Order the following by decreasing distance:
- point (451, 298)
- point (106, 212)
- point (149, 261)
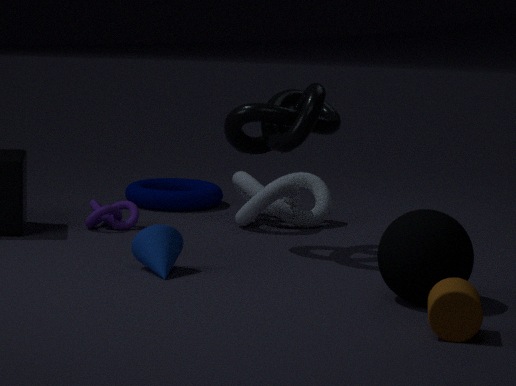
point (106, 212) → point (149, 261) → point (451, 298)
